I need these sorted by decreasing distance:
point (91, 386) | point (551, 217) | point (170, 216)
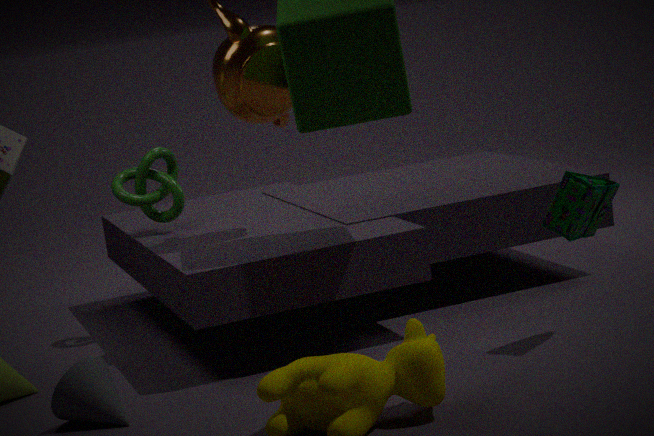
point (170, 216), point (551, 217), point (91, 386)
